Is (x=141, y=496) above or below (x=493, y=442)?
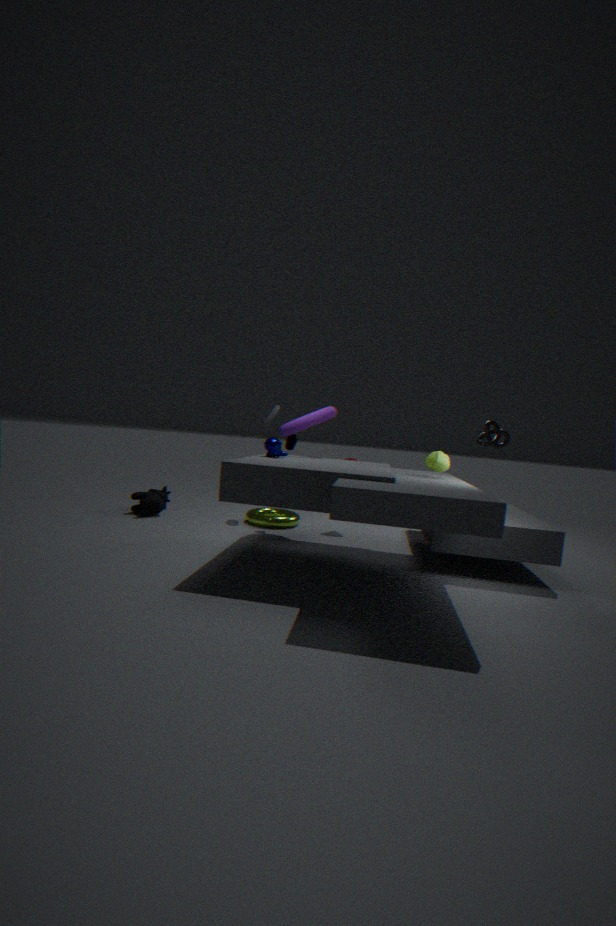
below
